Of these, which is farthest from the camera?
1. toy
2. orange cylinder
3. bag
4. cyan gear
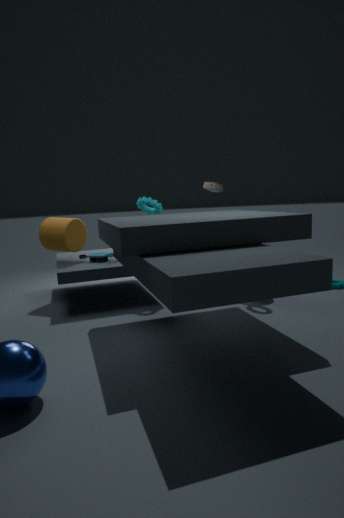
bag
